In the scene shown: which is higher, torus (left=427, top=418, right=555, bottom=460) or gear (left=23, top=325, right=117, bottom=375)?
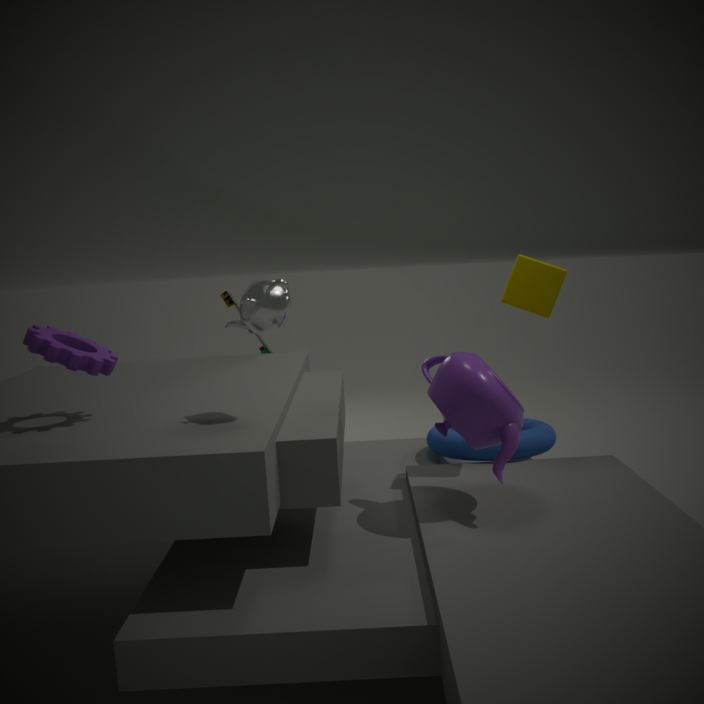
gear (left=23, top=325, right=117, bottom=375)
